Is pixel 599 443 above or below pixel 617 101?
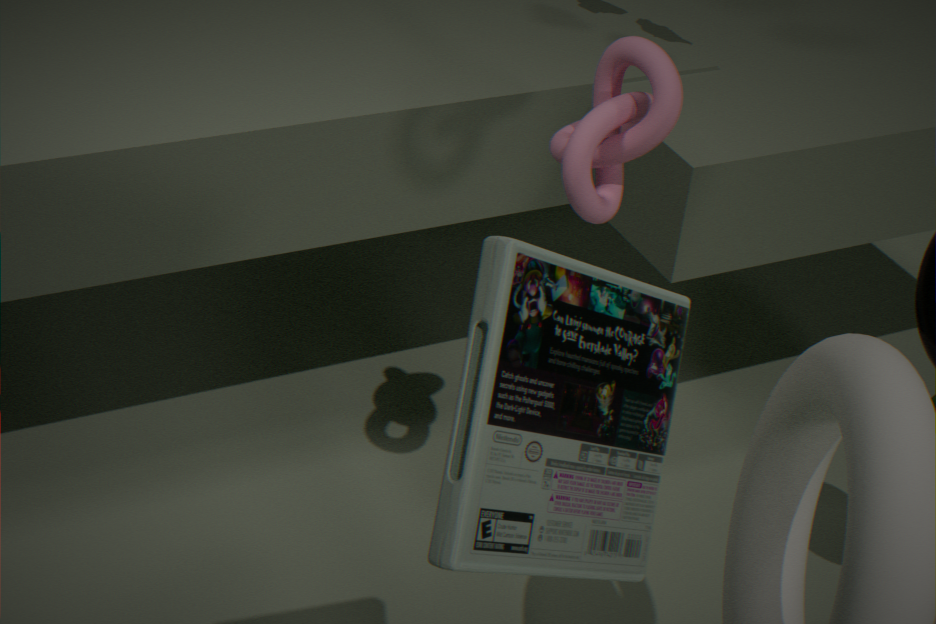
above
